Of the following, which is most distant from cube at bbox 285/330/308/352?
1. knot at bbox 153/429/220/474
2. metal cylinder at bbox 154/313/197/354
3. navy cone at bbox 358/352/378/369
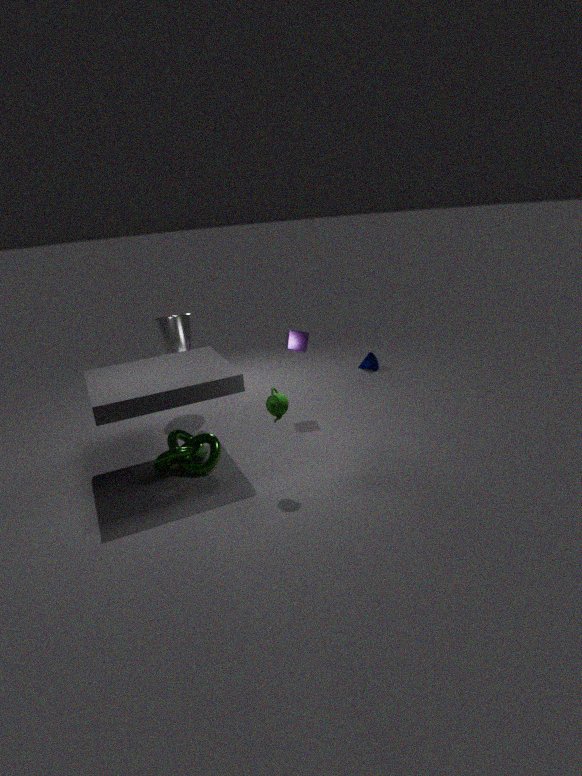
navy cone at bbox 358/352/378/369
